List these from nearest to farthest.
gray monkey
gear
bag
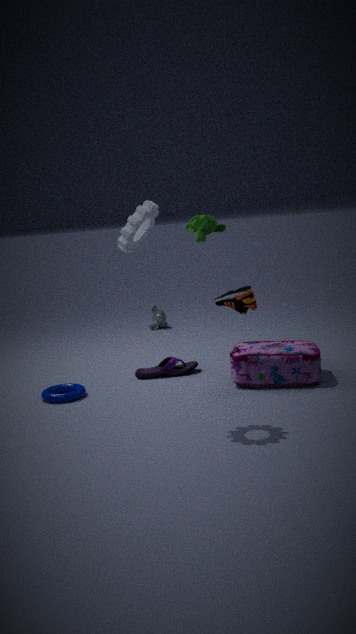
gear
bag
gray monkey
